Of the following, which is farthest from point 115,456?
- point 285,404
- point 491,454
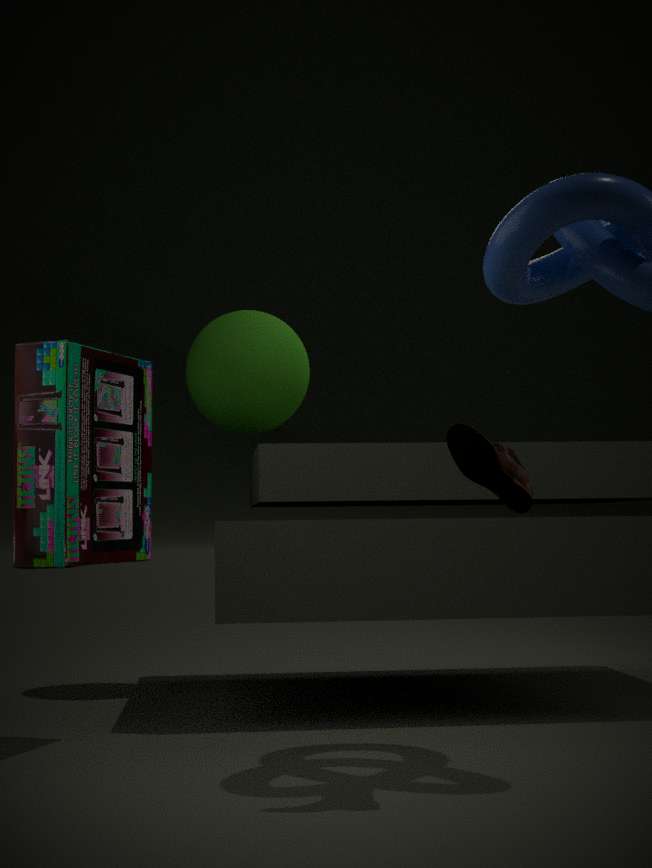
point 285,404
